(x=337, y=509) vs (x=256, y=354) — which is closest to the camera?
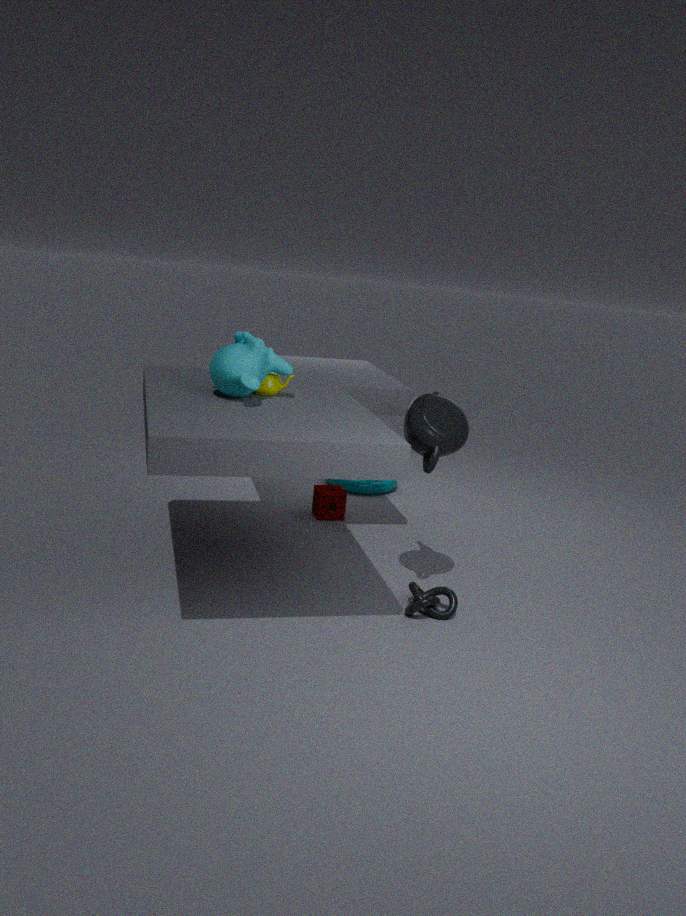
(x=256, y=354)
